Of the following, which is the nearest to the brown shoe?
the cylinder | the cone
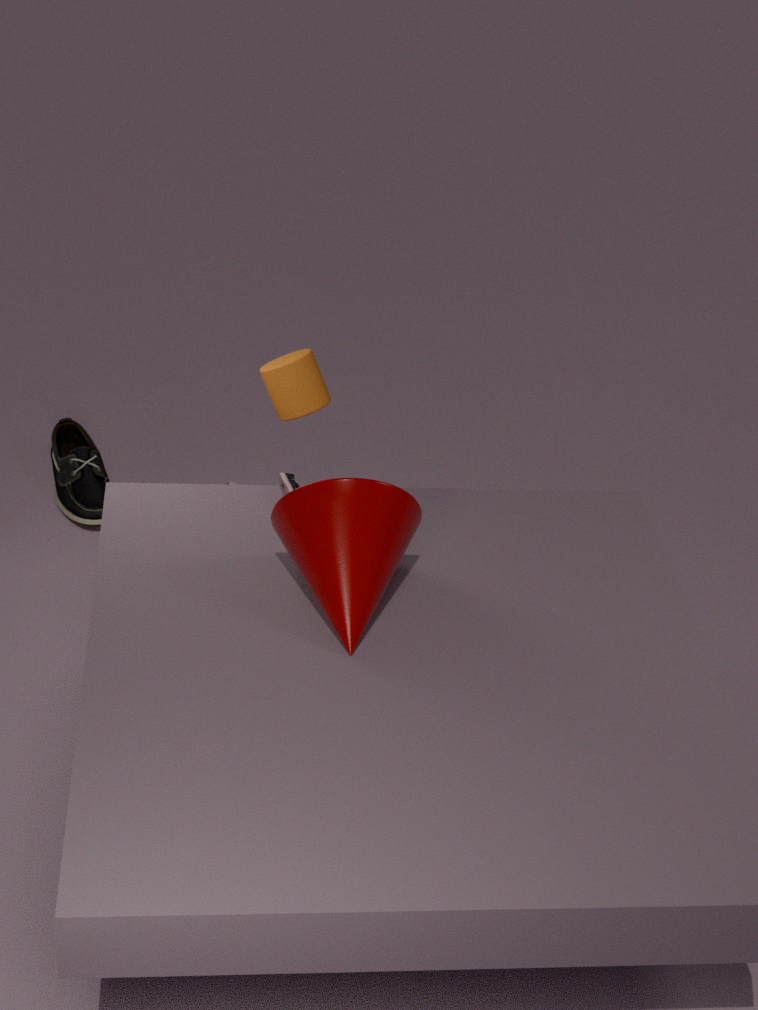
the cylinder
